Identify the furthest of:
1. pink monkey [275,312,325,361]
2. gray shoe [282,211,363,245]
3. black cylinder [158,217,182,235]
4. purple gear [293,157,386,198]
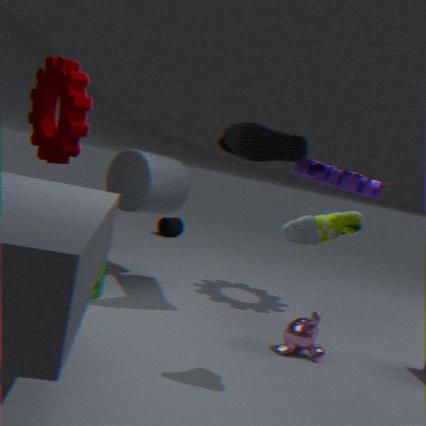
black cylinder [158,217,182,235]
